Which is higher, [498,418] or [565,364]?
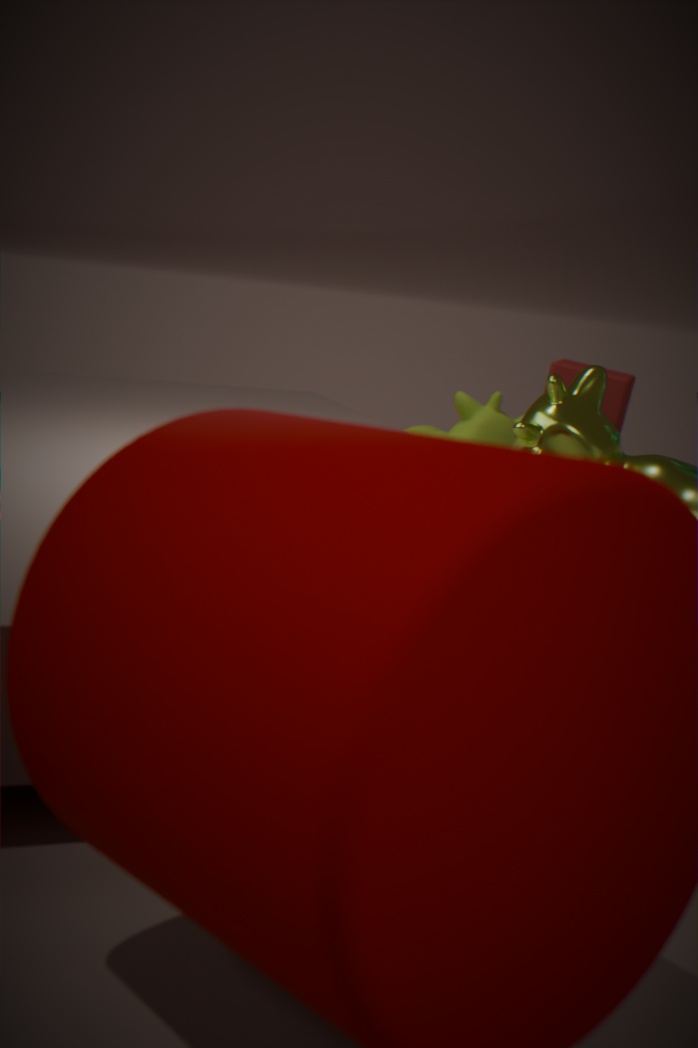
[565,364]
